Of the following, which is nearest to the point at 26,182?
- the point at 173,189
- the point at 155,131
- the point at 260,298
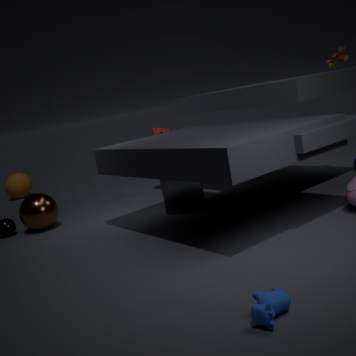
the point at 155,131
